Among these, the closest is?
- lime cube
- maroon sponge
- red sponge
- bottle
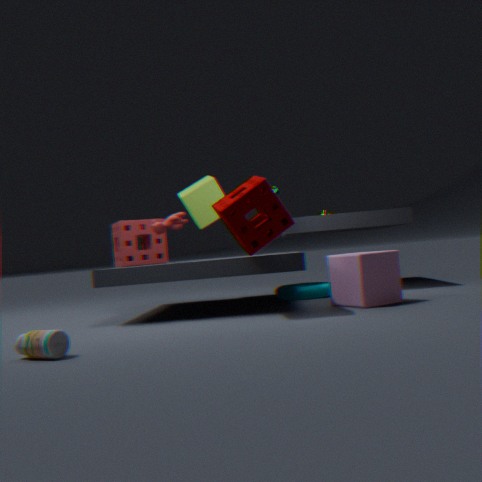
bottle
